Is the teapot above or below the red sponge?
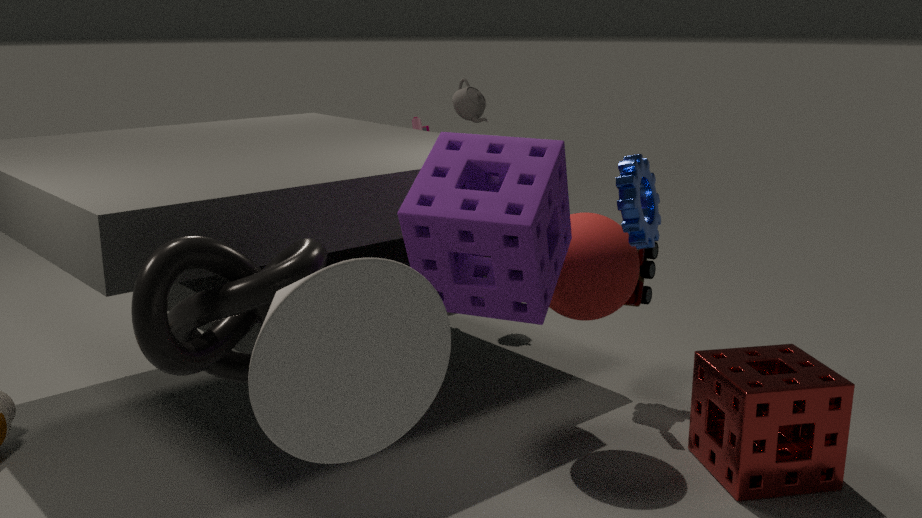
above
